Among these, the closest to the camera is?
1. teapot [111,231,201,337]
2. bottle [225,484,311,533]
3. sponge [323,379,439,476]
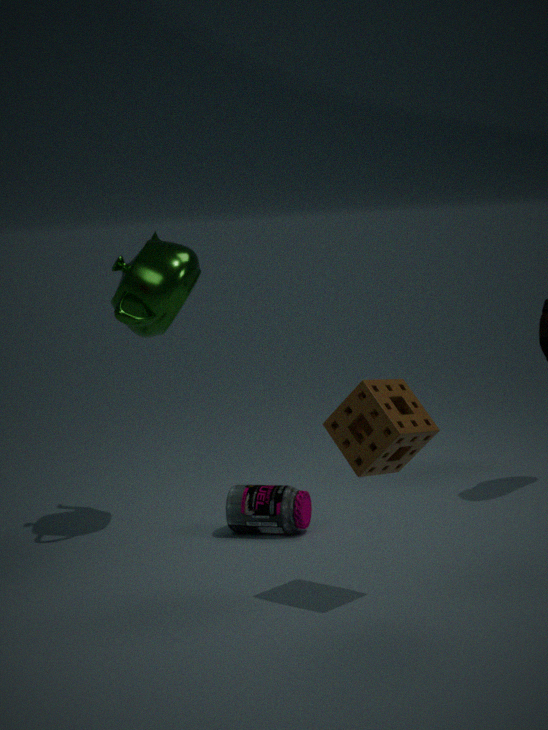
sponge [323,379,439,476]
